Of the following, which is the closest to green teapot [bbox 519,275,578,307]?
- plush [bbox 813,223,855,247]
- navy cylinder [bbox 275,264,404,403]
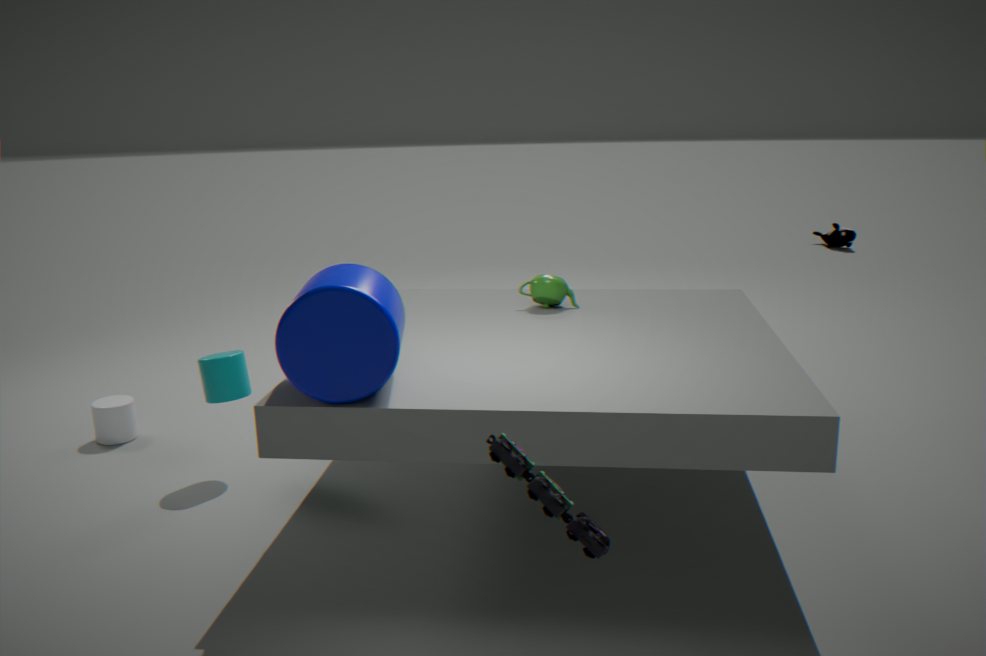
navy cylinder [bbox 275,264,404,403]
